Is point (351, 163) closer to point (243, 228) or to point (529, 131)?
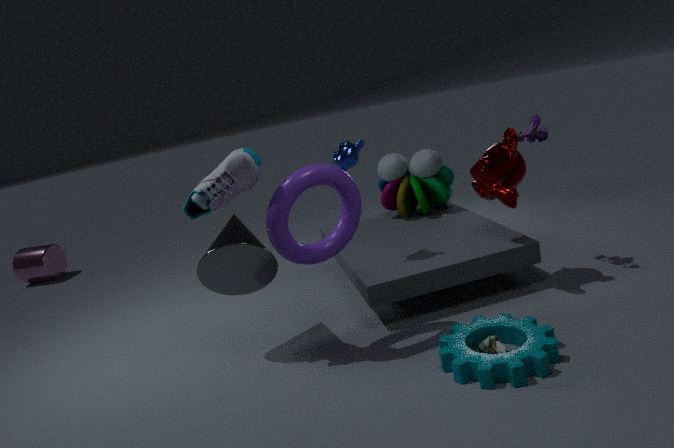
point (243, 228)
